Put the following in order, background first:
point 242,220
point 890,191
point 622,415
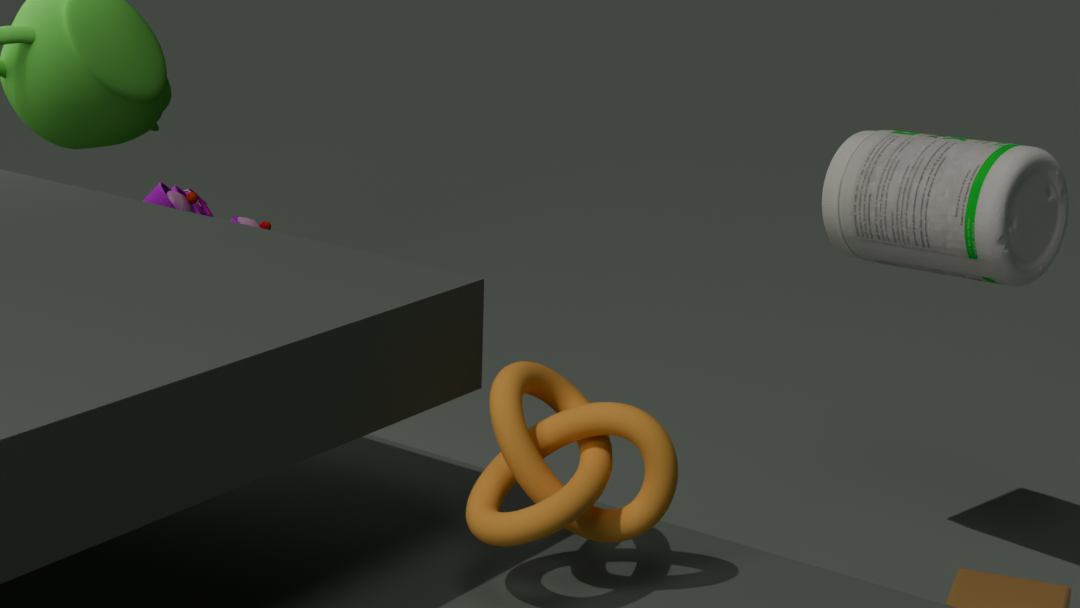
point 242,220 → point 890,191 → point 622,415
